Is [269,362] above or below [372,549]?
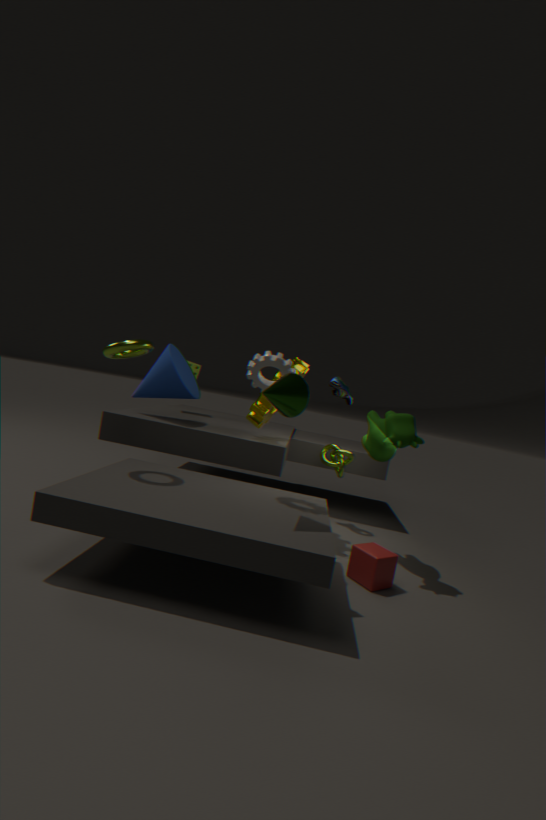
above
